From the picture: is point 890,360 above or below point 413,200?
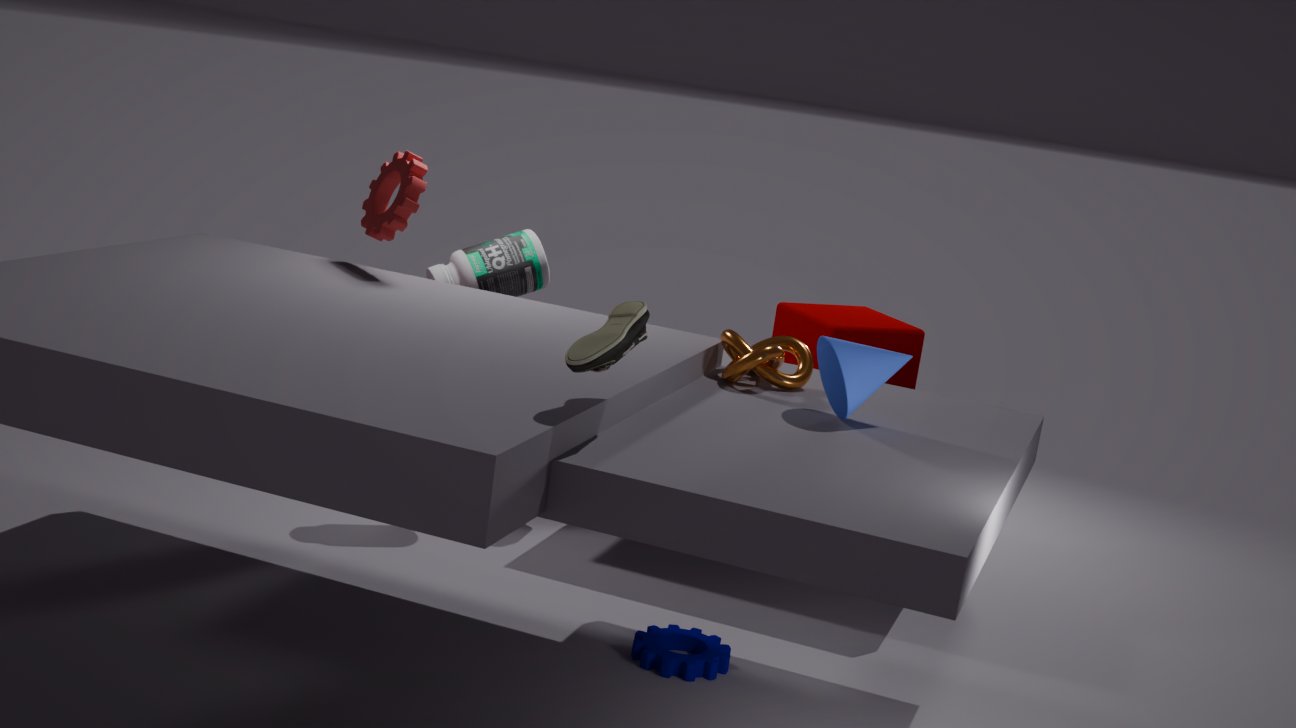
below
